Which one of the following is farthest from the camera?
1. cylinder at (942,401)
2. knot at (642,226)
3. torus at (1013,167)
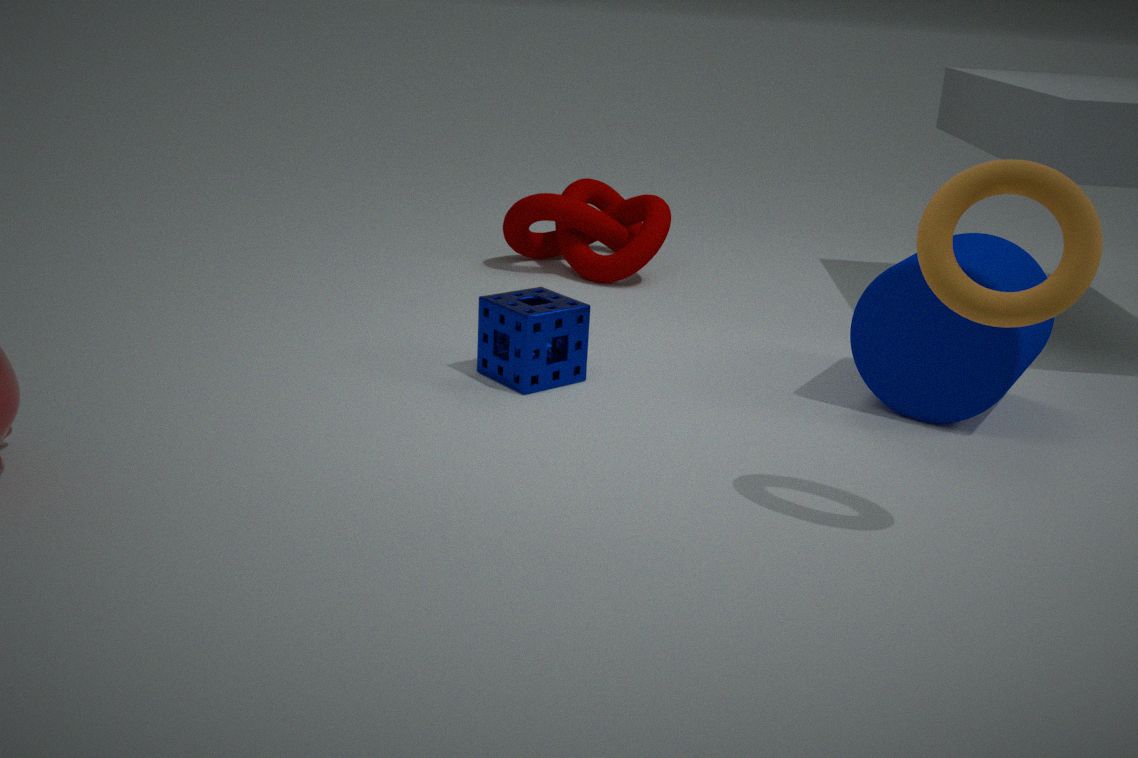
knot at (642,226)
